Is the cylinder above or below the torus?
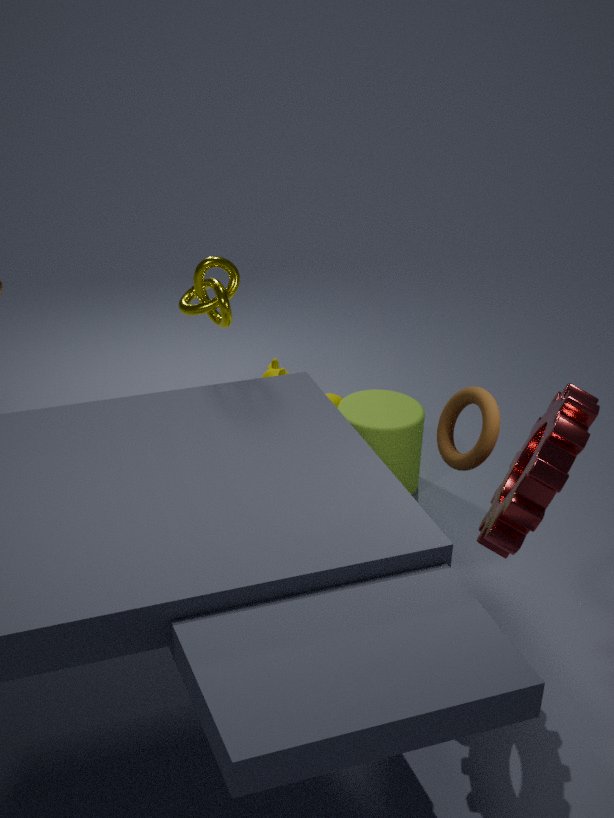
below
